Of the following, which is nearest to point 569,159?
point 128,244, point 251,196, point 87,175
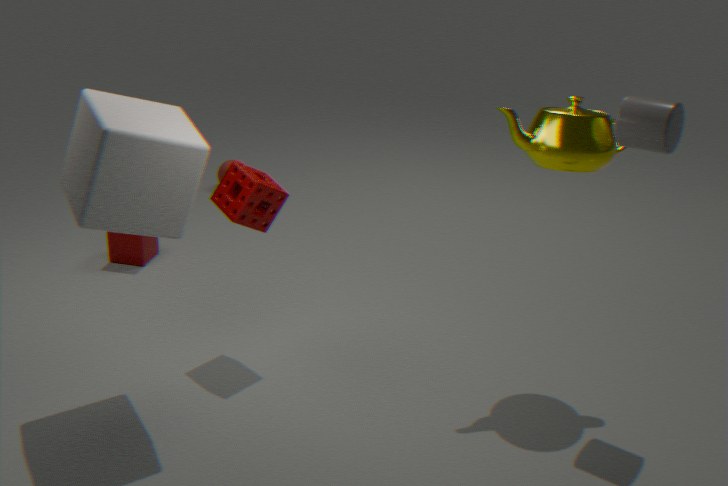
point 251,196
